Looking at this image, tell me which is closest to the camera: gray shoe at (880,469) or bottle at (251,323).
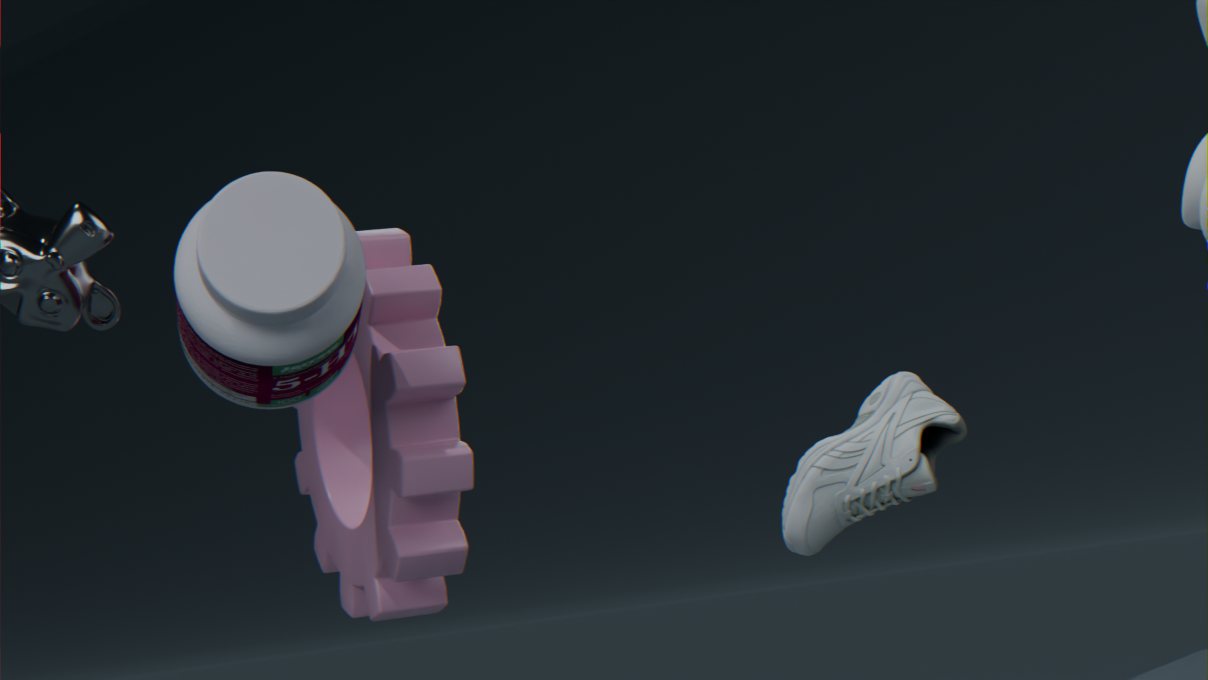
bottle at (251,323)
